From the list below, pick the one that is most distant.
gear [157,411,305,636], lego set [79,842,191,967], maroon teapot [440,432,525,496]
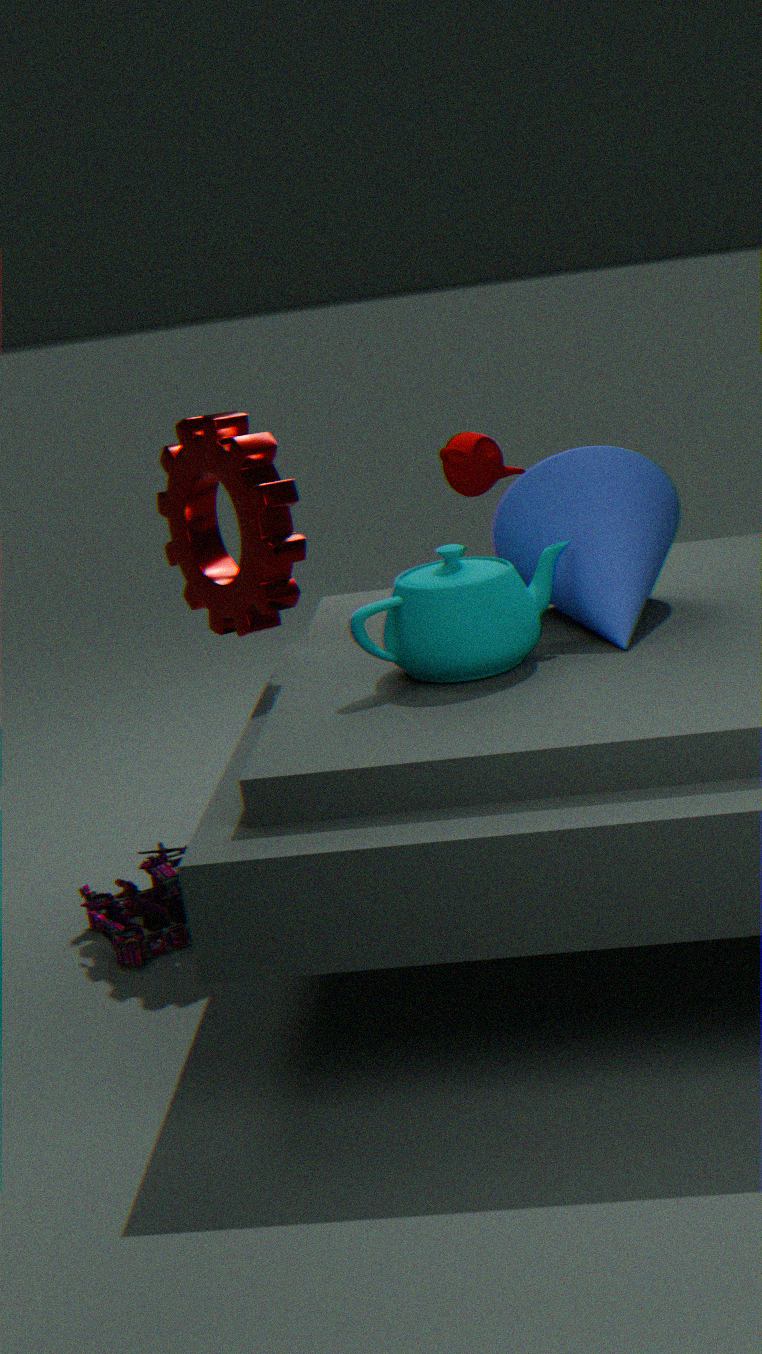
maroon teapot [440,432,525,496]
